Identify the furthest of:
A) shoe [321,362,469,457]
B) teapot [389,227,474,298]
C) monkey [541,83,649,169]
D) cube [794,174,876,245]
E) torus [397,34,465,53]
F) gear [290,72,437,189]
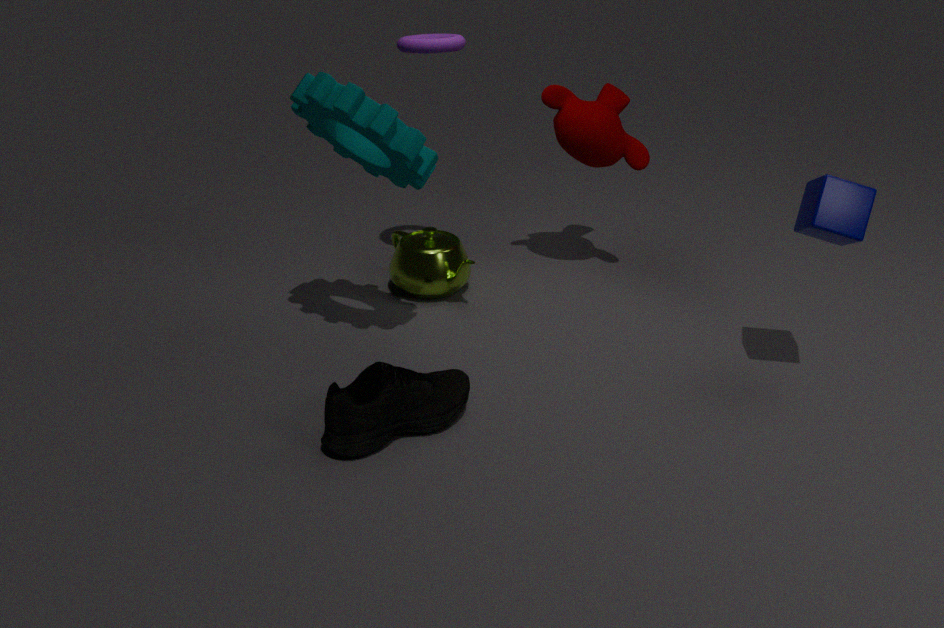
B. teapot [389,227,474,298]
